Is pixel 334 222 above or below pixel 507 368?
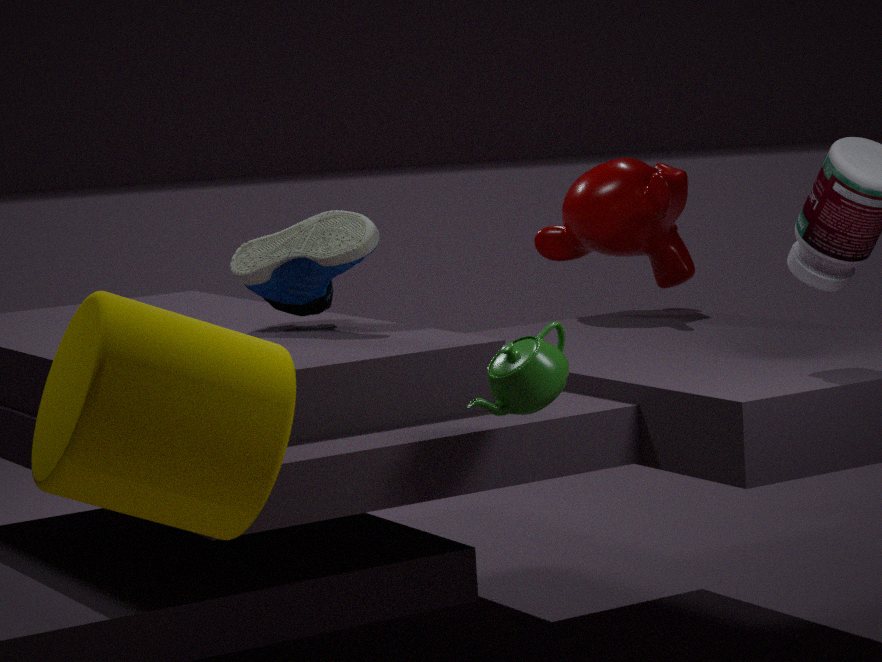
above
